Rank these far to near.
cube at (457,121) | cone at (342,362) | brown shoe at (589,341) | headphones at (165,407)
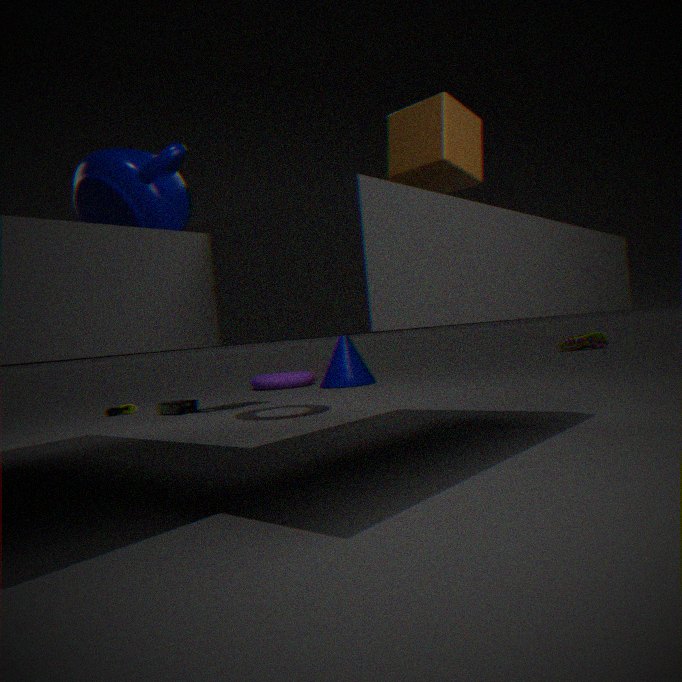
brown shoe at (589,341) < cone at (342,362) < headphones at (165,407) < cube at (457,121)
